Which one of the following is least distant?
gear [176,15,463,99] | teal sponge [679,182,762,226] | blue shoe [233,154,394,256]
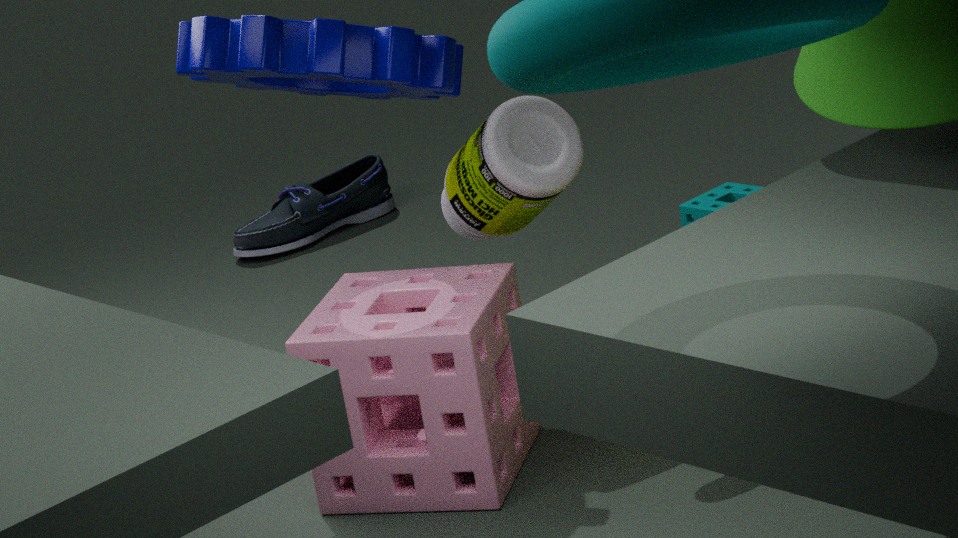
gear [176,15,463,99]
